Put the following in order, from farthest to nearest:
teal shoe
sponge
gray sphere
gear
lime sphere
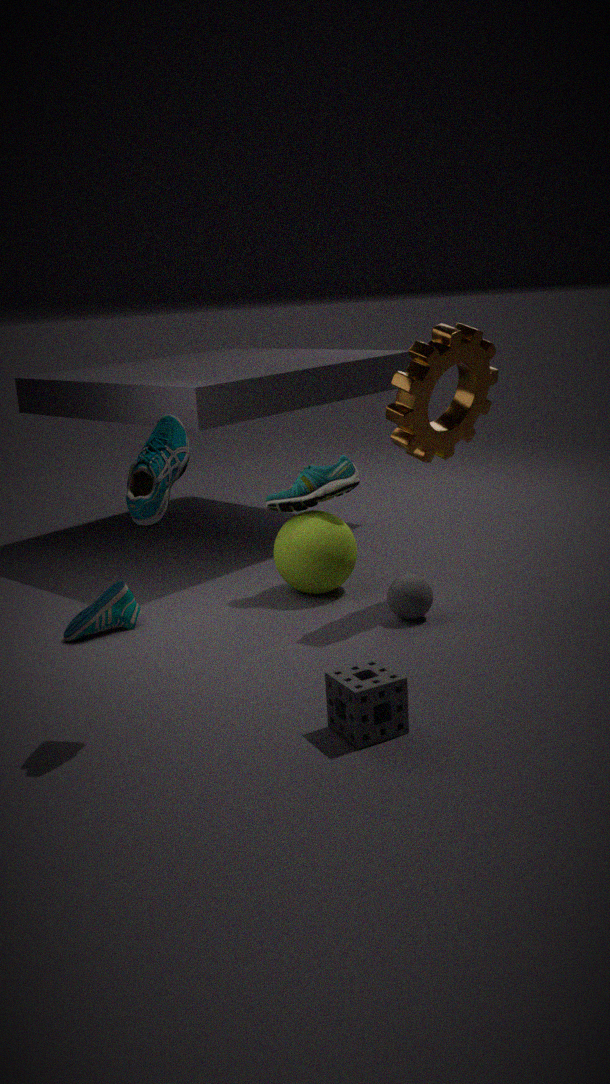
teal shoe < lime sphere < gray sphere < gear < sponge
